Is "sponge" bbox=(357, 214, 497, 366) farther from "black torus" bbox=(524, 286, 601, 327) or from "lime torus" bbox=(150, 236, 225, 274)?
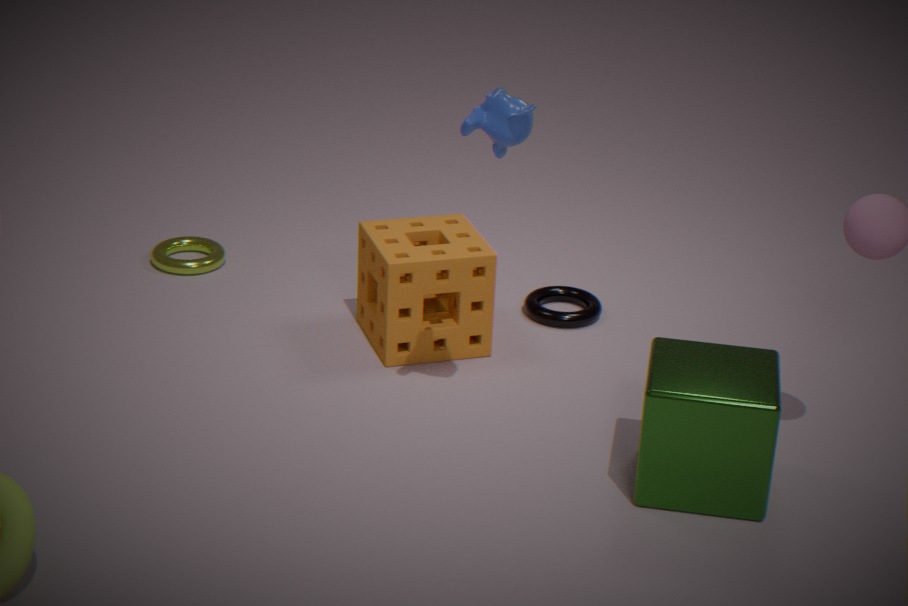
"lime torus" bbox=(150, 236, 225, 274)
